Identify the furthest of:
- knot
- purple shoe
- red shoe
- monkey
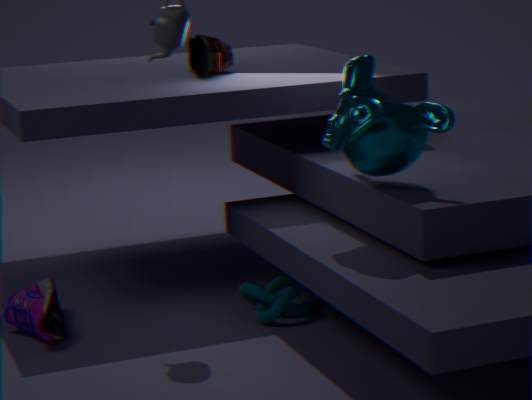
red shoe
